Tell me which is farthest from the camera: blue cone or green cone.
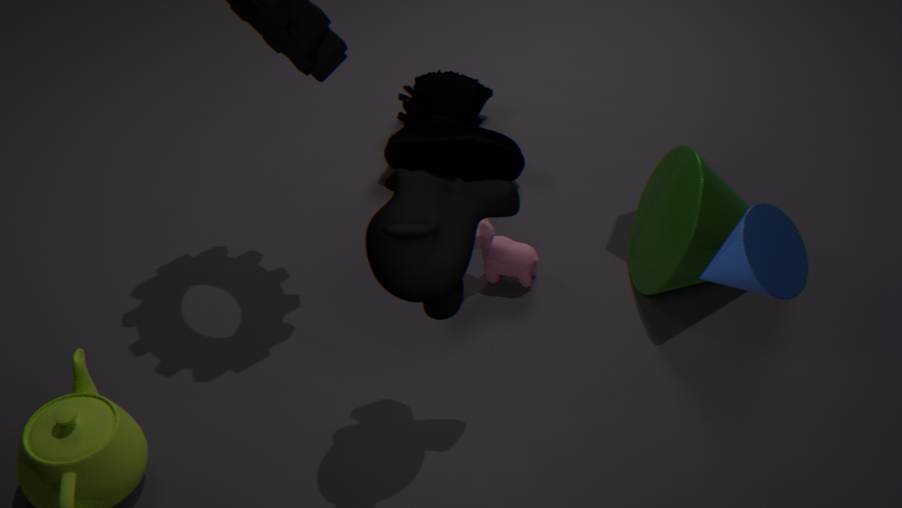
green cone
